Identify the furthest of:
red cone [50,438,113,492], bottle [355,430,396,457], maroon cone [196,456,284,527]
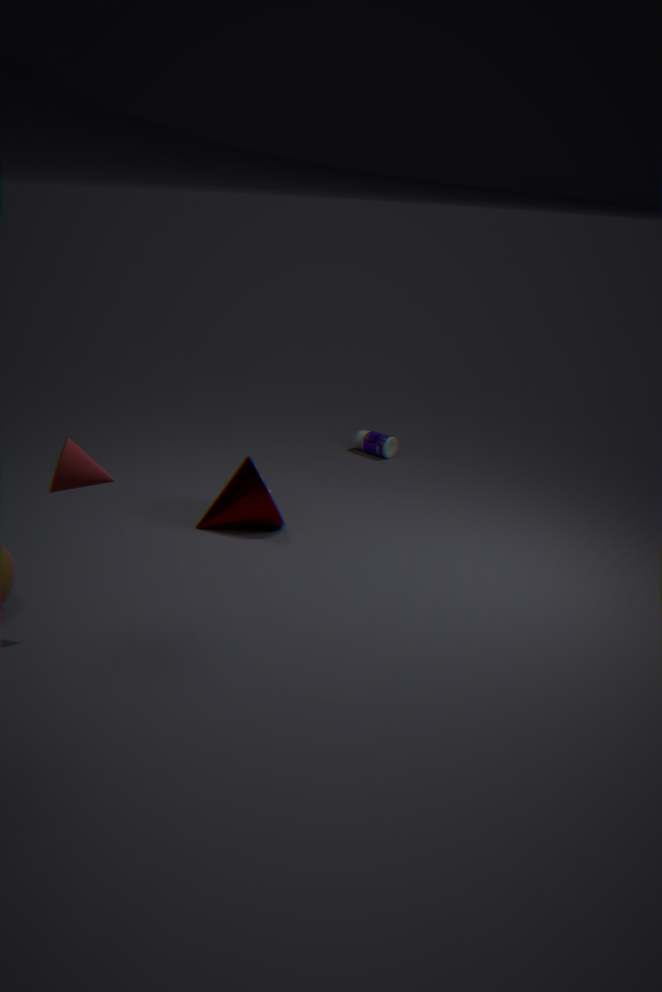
bottle [355,430,396,457]
